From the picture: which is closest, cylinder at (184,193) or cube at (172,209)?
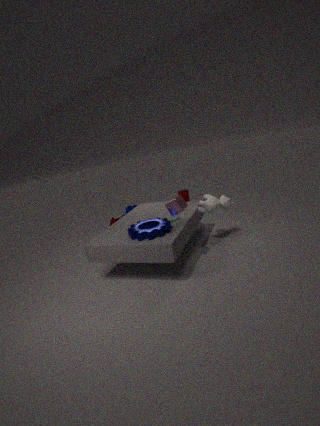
cube at (172,209)
